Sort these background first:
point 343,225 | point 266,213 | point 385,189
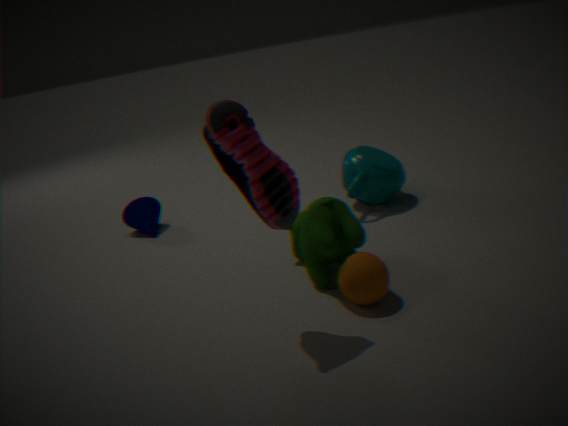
point 385,189 < point 343,225 < point 266,213
